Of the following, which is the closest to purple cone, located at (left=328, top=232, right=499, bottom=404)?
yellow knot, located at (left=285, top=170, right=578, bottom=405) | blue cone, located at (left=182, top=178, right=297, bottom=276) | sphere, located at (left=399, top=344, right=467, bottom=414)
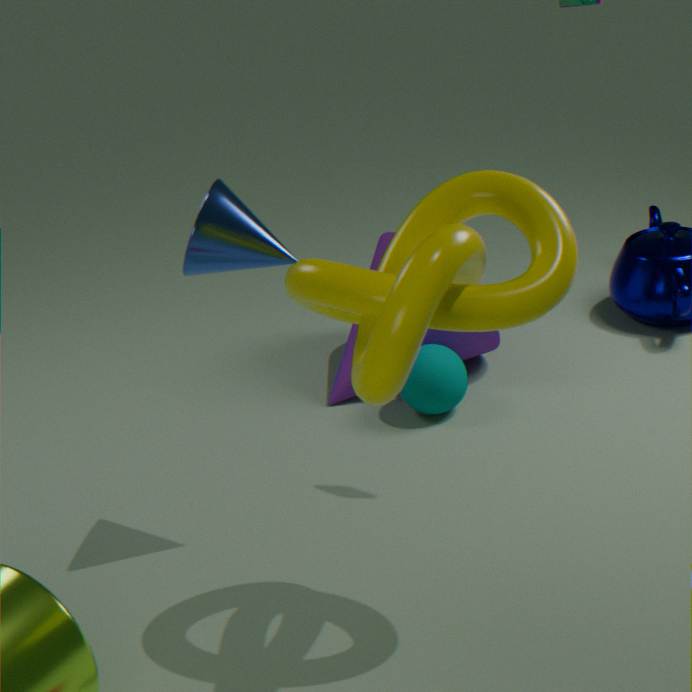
sphere, located at (left=399, top=344, right=467, bottom=414)
